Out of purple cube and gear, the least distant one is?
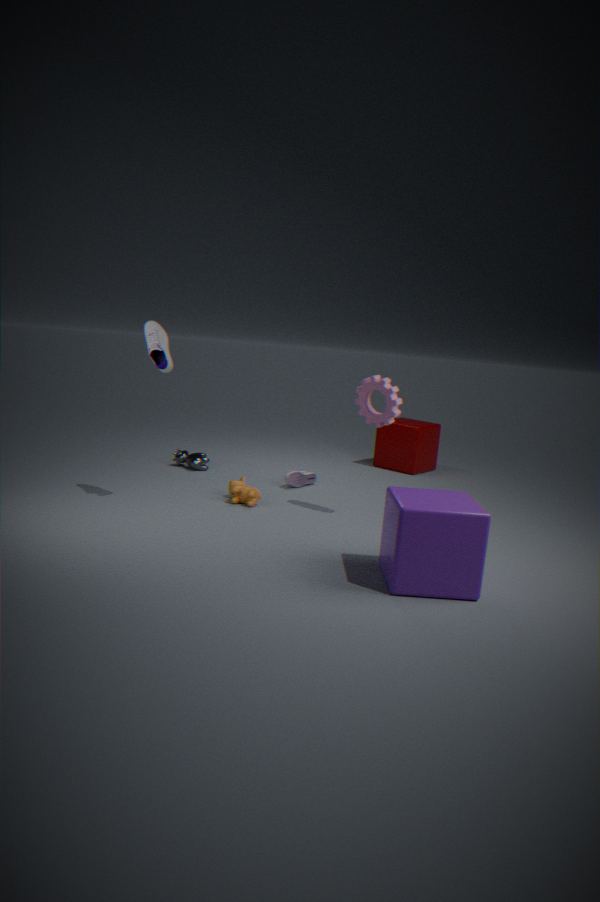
purple cube
